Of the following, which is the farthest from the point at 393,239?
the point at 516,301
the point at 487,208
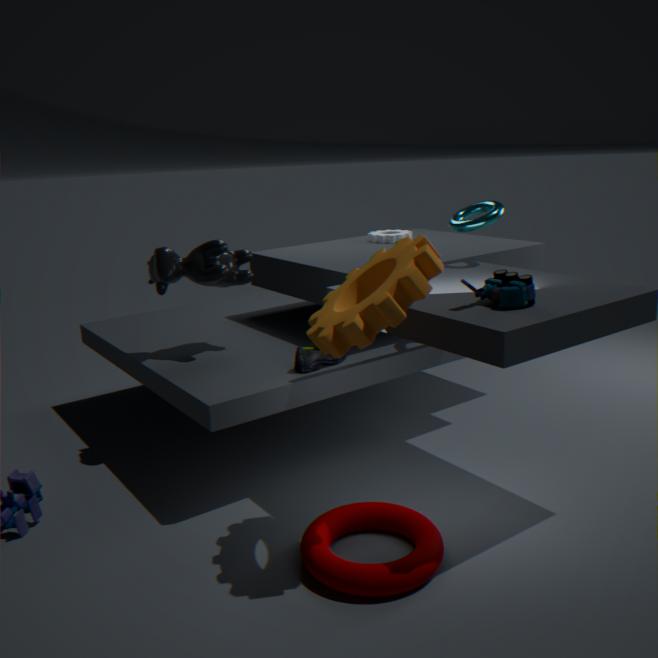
the point at 516,301
